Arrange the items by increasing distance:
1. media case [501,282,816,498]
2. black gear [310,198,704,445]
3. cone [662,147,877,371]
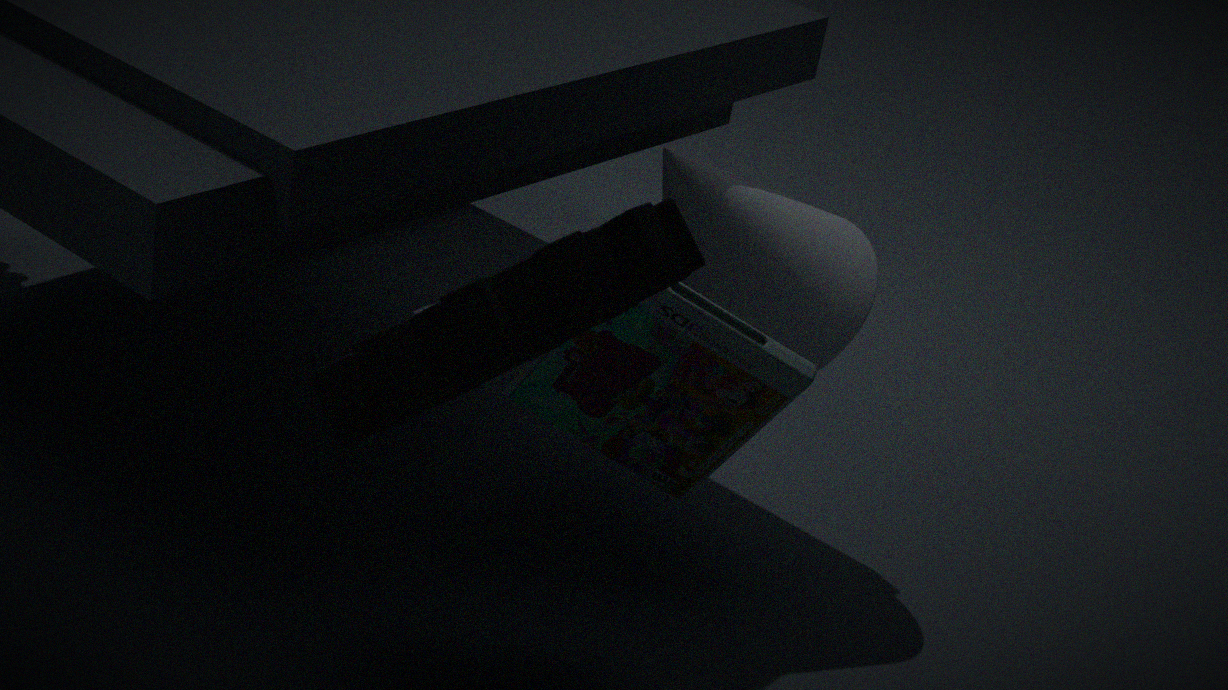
black gear [310,198,704,445] → media case [501,282,816,498] → cone [662,147,877,371]
